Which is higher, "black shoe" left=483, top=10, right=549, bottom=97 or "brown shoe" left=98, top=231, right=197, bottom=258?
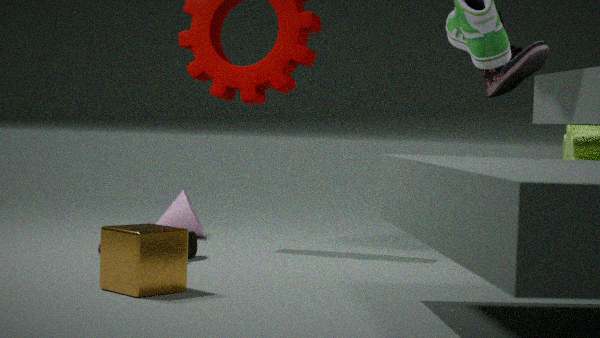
"black shoe" left=483, top=10, right=549, bottom=97
